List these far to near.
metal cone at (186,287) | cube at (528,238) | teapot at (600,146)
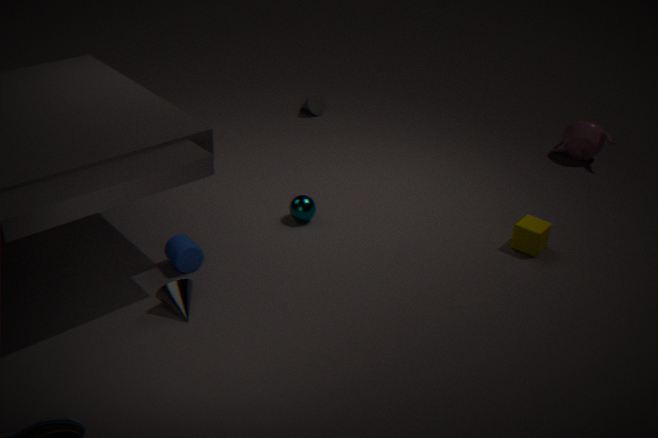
teapot at (600,146) → cube at (528,238) → metal cone at (186,287)
